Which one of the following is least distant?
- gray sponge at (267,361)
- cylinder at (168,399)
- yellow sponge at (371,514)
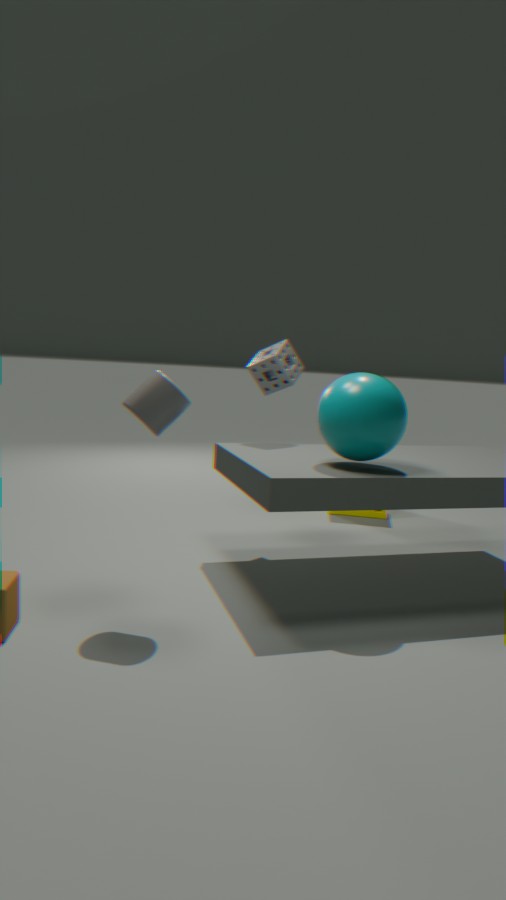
cylinder at (168,399)
